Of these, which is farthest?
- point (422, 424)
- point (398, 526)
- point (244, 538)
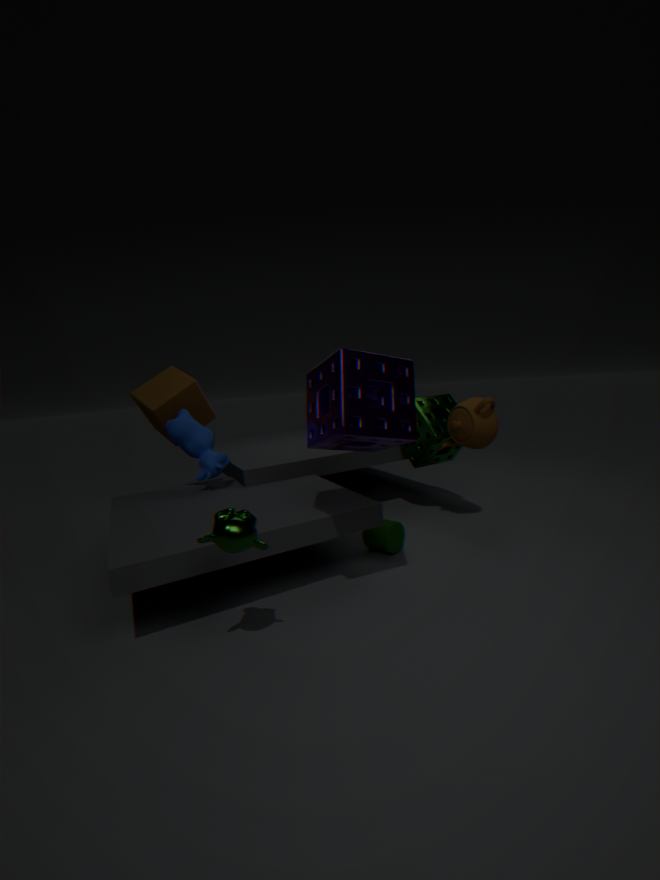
point (422, 424)
